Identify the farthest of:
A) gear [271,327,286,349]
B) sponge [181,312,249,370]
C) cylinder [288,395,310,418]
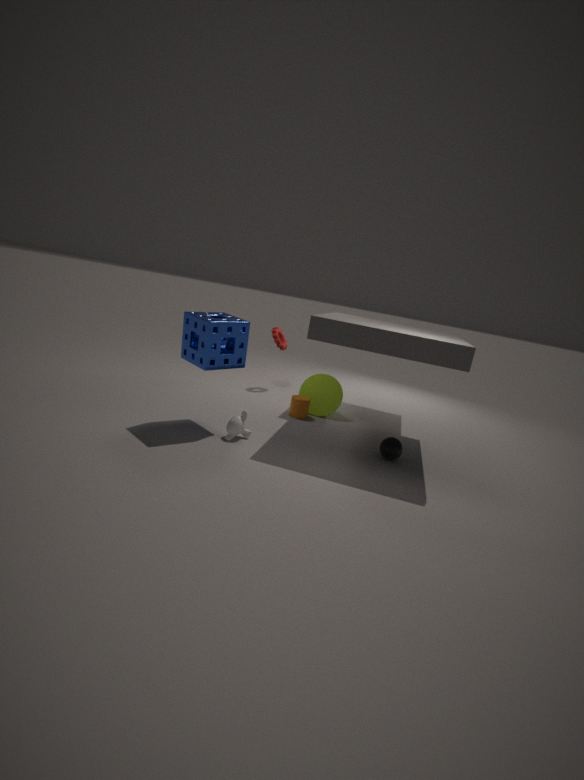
gear [271,327,286,349]
